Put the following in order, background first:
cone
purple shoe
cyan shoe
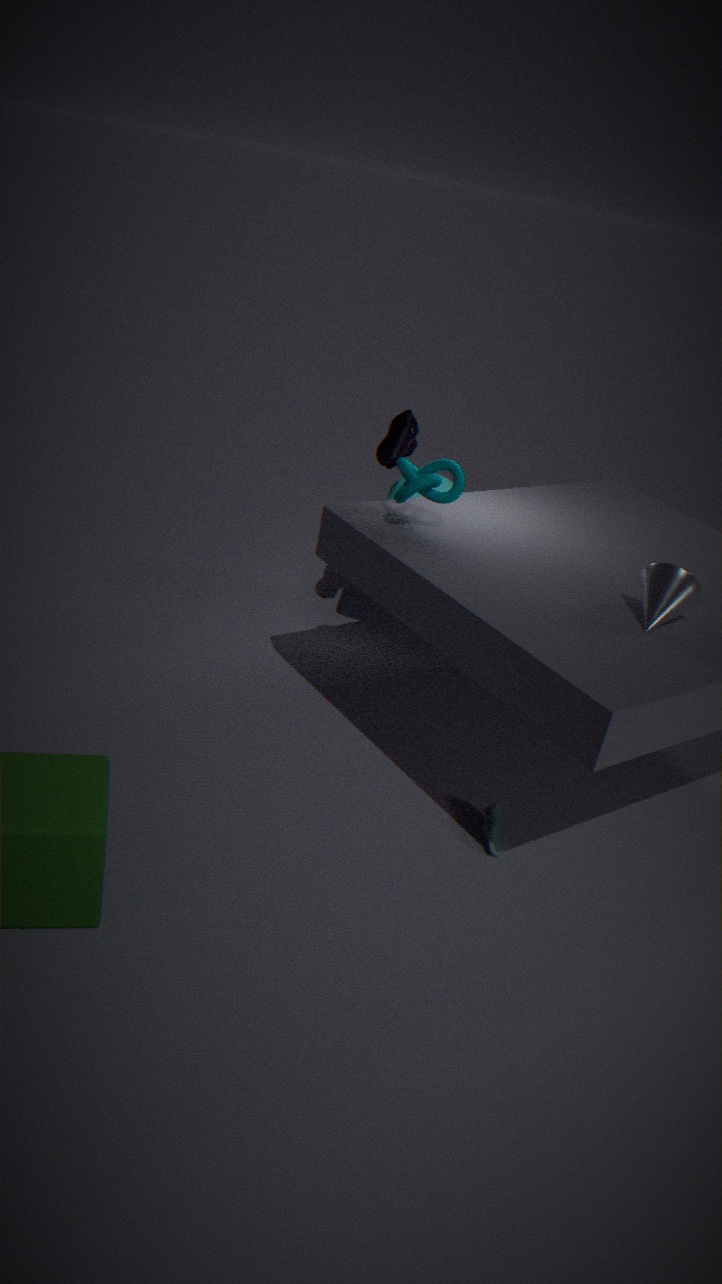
purple shoe
cyan shoe
cone
